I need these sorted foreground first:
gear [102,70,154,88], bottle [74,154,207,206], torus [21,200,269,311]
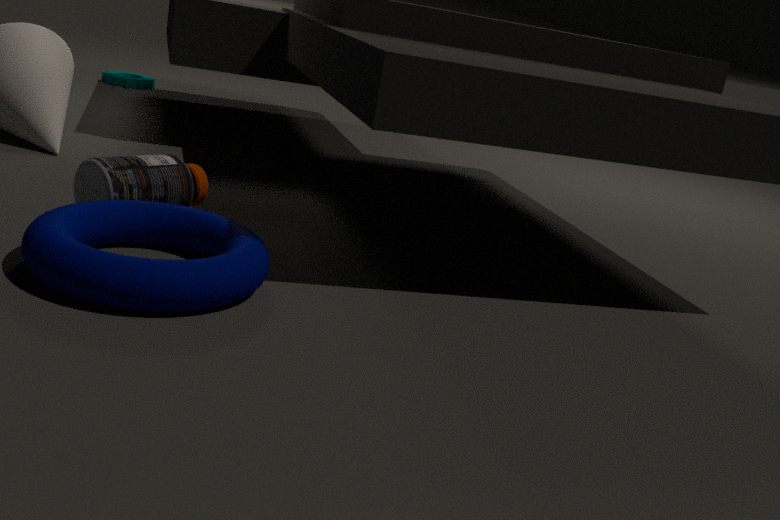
torus [21,200,269,311]
bottle [74,154,207,206]
gear [102,70,154,88]
